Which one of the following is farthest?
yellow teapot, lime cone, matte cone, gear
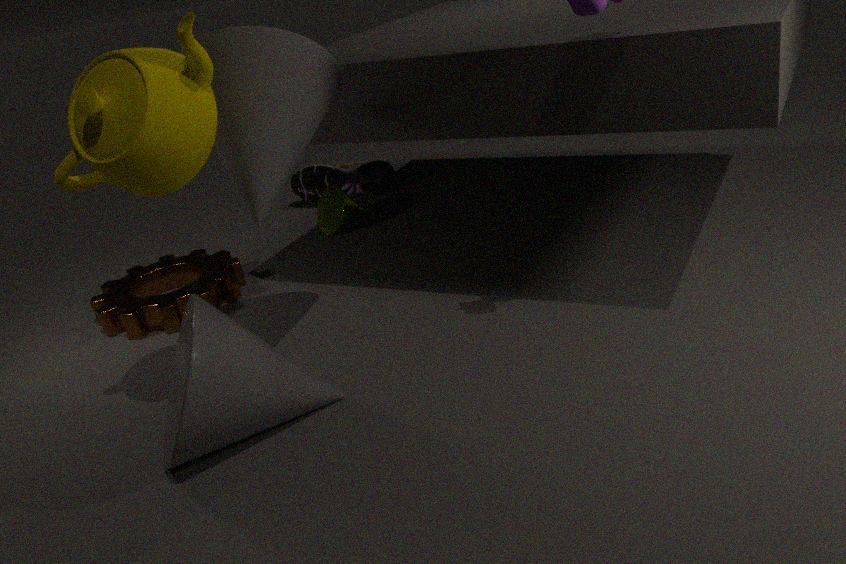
lime cone
